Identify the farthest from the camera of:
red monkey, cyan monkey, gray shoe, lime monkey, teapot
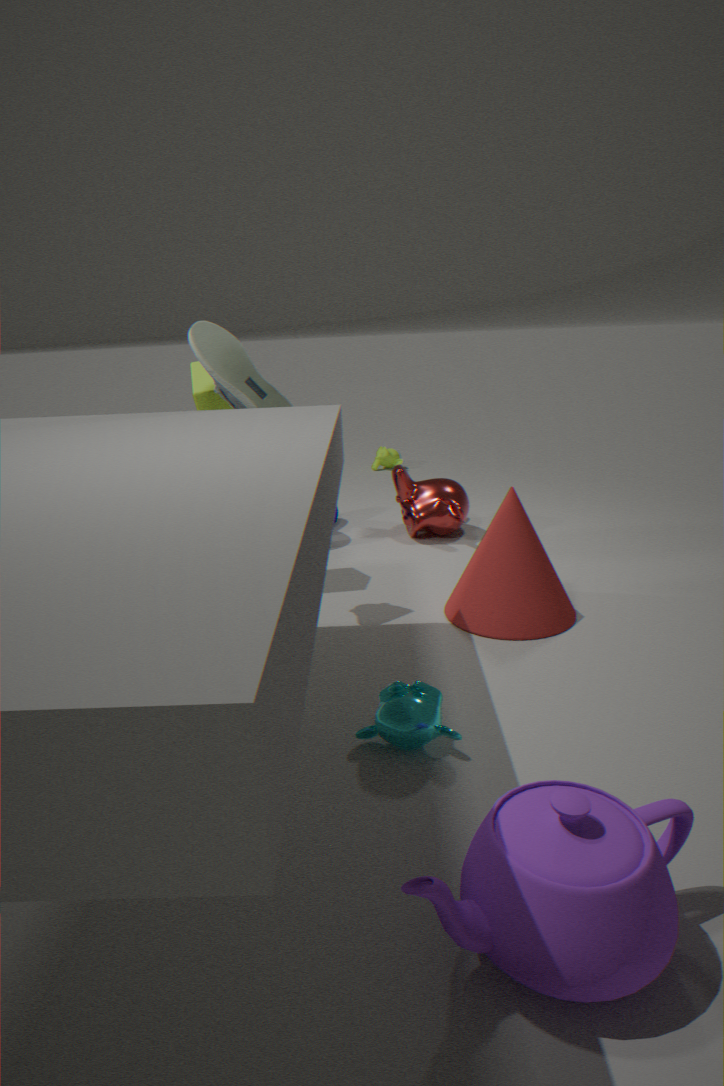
lime monkey
